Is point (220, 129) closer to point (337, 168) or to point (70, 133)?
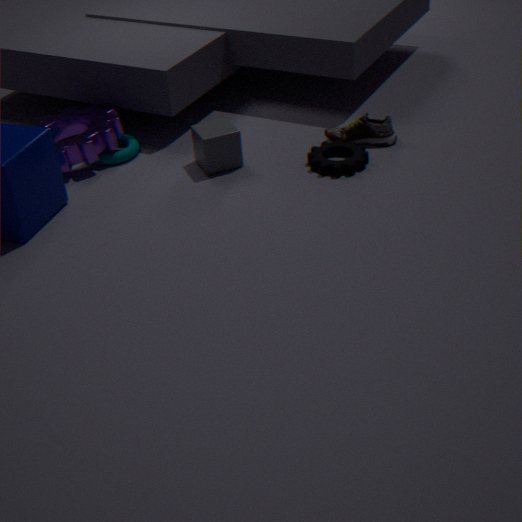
point (337, 168)
